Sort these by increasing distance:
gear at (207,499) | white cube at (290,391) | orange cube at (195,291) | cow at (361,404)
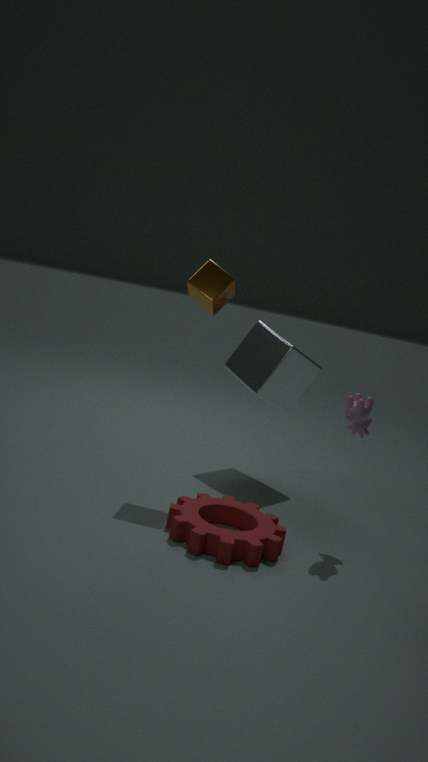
gear at (207,499), cow at (361,404), orange cube at (195,291), white cube at (290,391)
